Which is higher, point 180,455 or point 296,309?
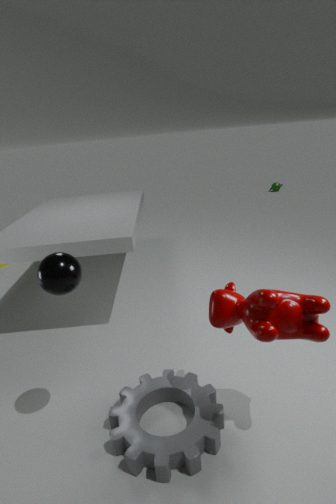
point 296,309
